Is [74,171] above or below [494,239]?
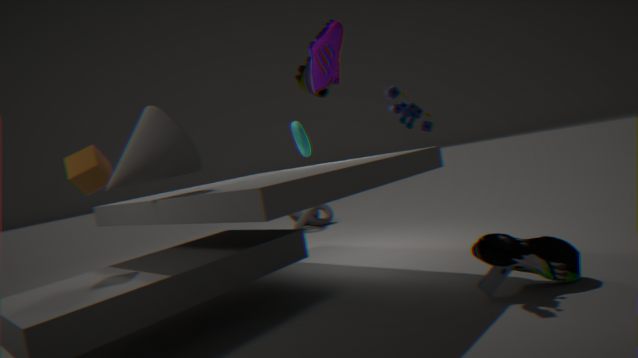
above
